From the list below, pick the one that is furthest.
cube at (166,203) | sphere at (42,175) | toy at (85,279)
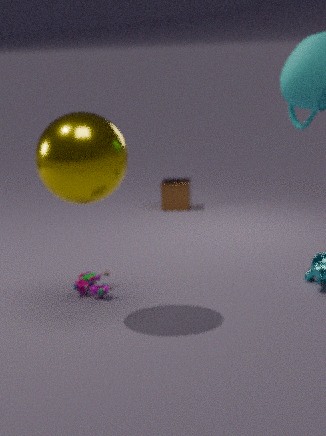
cube at (166,203)
